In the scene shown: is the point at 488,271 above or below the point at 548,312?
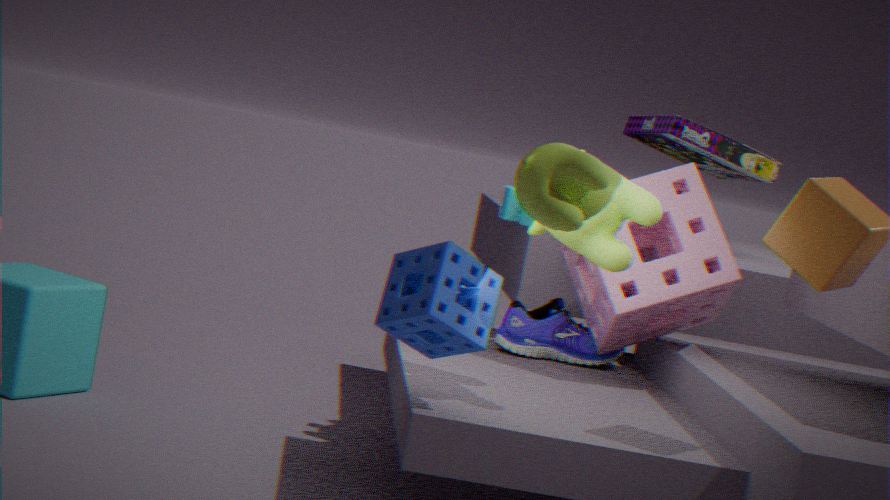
above
